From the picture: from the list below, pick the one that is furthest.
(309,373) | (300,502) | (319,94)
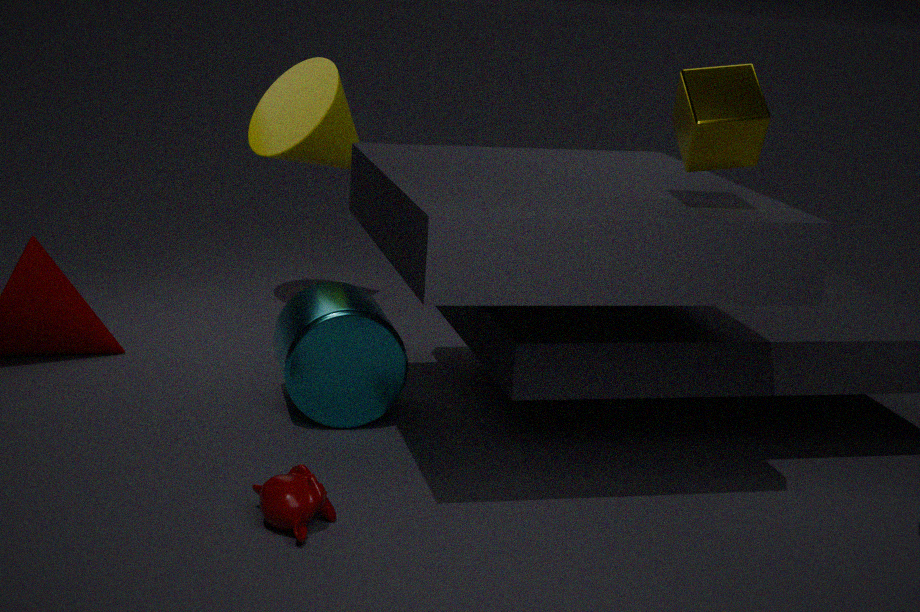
(319,94)
